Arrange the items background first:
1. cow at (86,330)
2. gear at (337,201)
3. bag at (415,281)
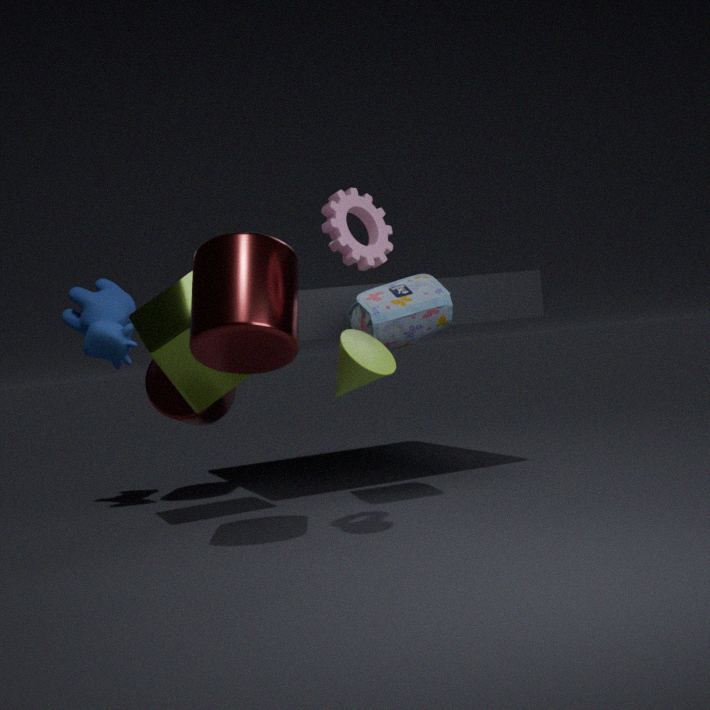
cow at (86,330), bag at (415,281), gear at (337,201)
